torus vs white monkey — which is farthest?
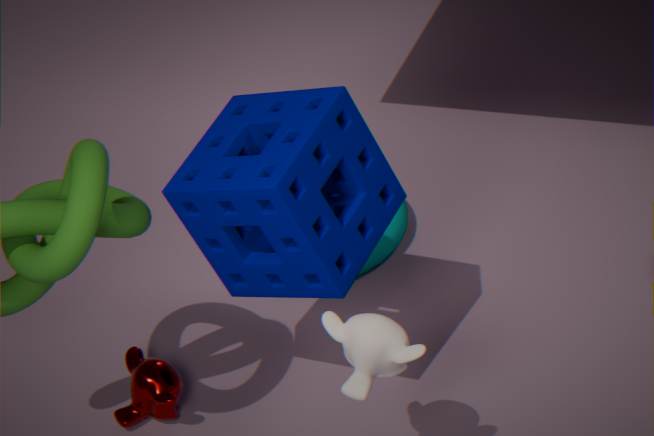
torus
